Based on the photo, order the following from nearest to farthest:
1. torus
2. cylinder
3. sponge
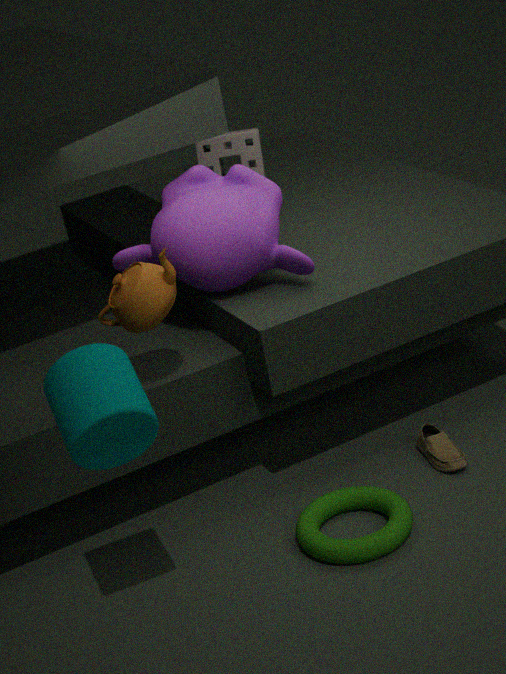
cylinder
torus
sponge
